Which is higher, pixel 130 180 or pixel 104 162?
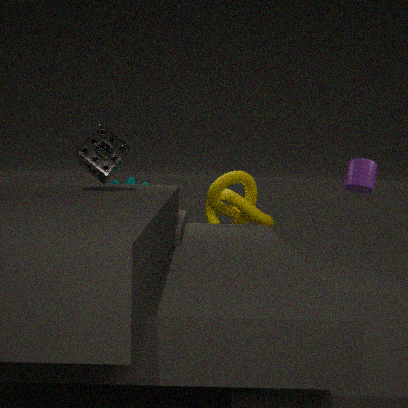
pixel 104 162
